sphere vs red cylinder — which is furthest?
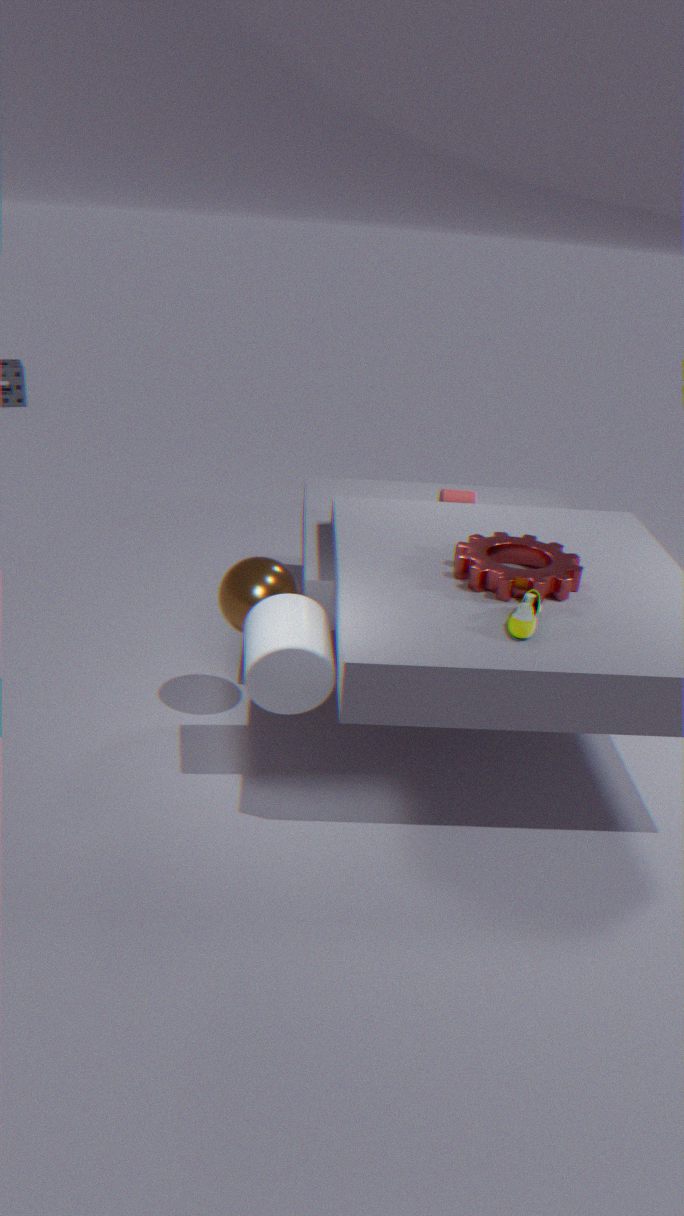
red cylinder
